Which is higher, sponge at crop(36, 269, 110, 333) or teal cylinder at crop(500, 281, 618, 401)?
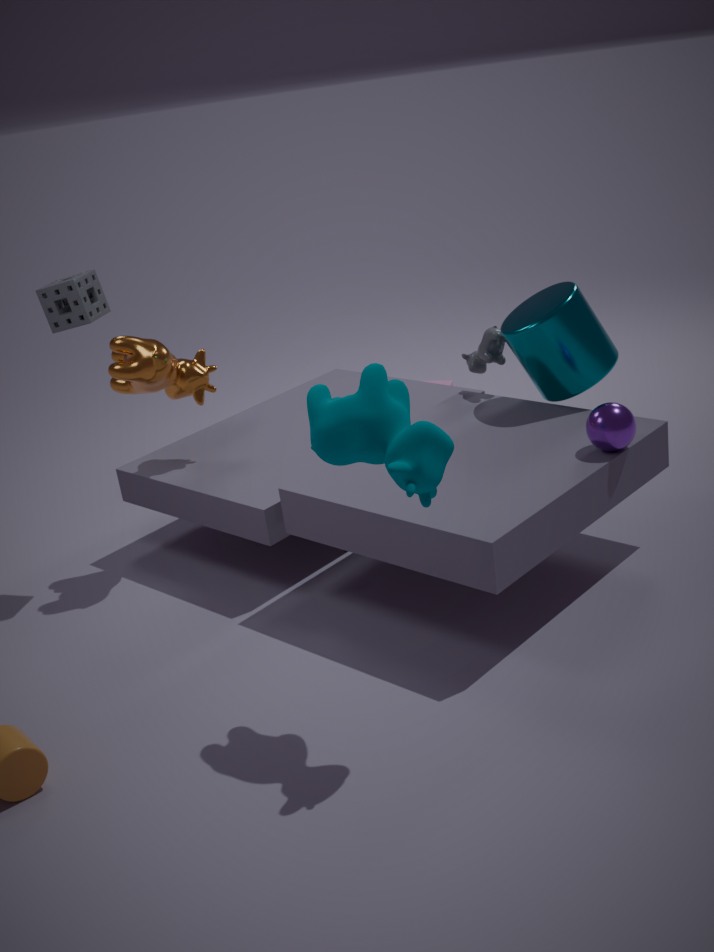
sponge at crop(36, 269, 110, 333)
